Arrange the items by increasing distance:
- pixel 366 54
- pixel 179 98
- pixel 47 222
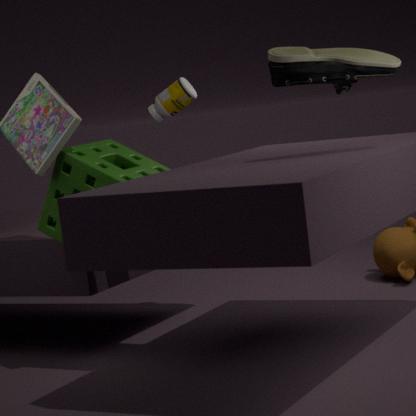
pixel 366 54 → pixel 47 222 → pixel 179 98
